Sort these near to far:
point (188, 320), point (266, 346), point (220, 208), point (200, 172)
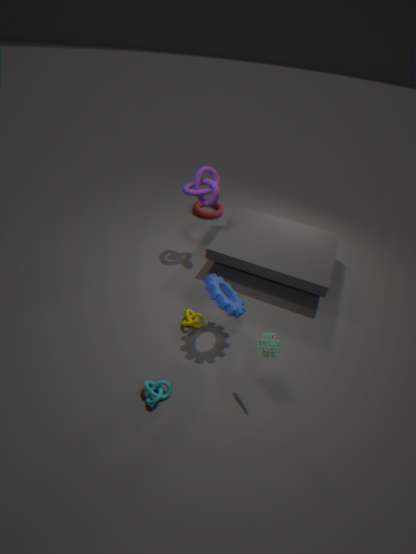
point (266, 346) → point (188, 320) → point (200, 172) → point (220, 208)
